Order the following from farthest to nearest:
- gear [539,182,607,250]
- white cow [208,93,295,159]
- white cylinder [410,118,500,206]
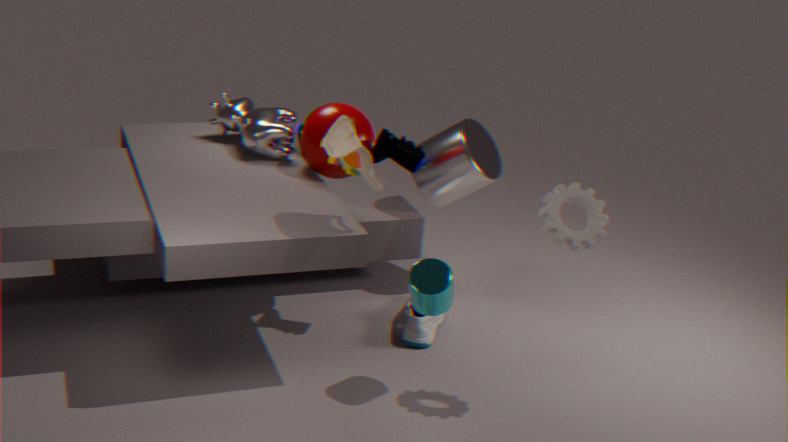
1. white cylinder [410,118,500,206]
2. white cow [208,93,295,159]
3. gear [539,182,607,250]
